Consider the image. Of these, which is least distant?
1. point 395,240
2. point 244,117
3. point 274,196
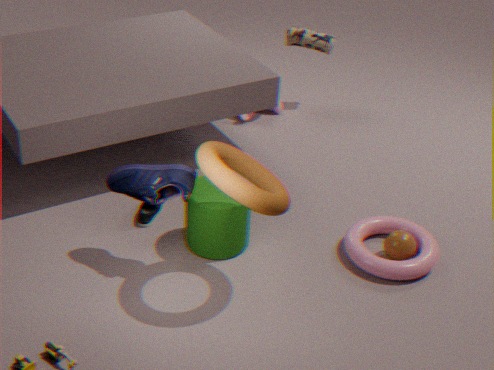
point 274,196
